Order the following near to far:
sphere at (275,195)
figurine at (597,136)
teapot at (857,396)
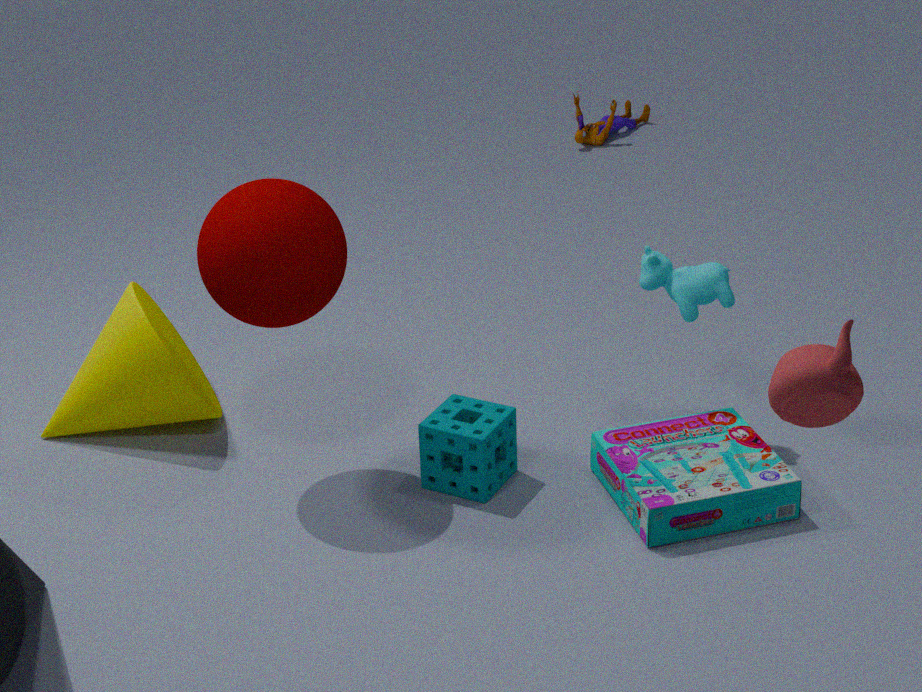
teapot at (857,396)
sphere at (275,195)
figurine at (597,136)
